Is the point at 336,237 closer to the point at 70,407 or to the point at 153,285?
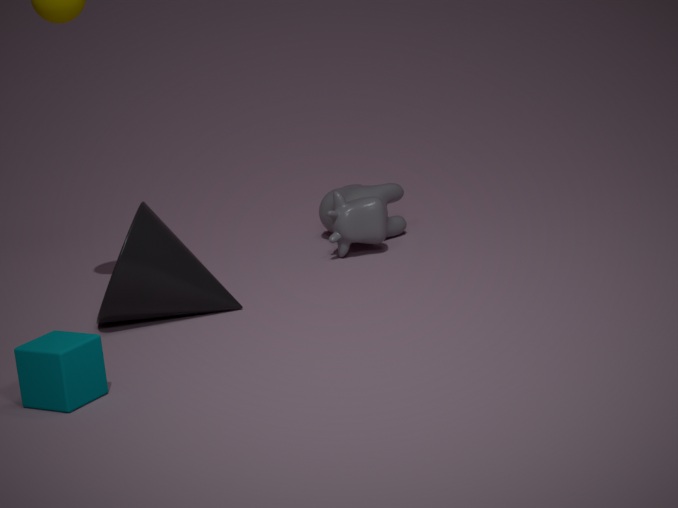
the point at 153,285
